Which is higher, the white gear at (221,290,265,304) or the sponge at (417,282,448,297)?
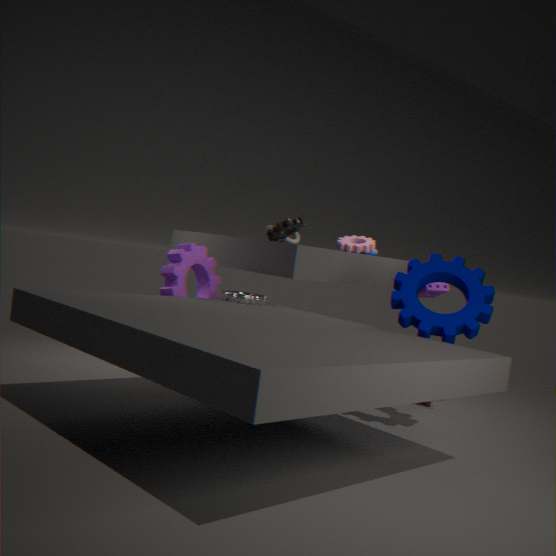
the sponge at (417,282,448,297)
